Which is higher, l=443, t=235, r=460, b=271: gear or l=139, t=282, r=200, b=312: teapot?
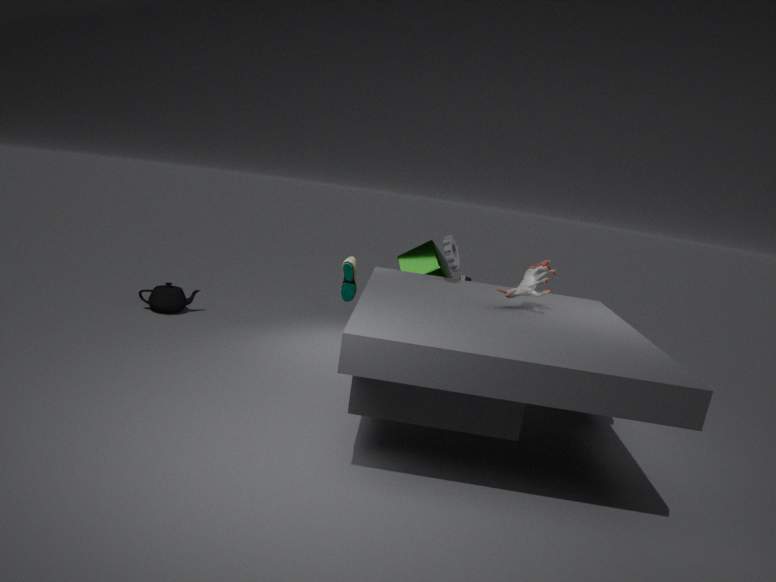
l=443, t=235, r=460, b=271: gear
